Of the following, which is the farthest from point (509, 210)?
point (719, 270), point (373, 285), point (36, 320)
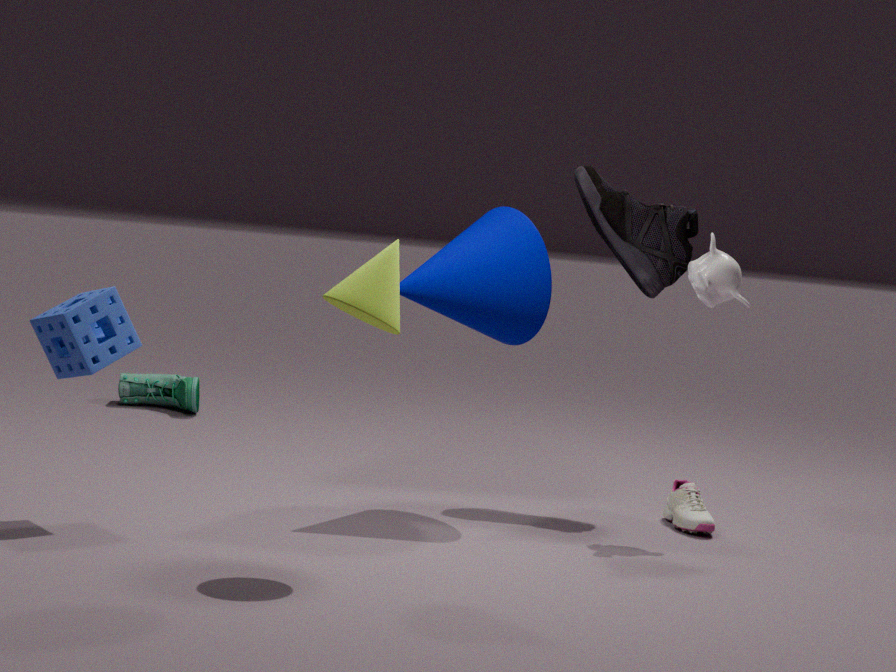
point (36, 320)
